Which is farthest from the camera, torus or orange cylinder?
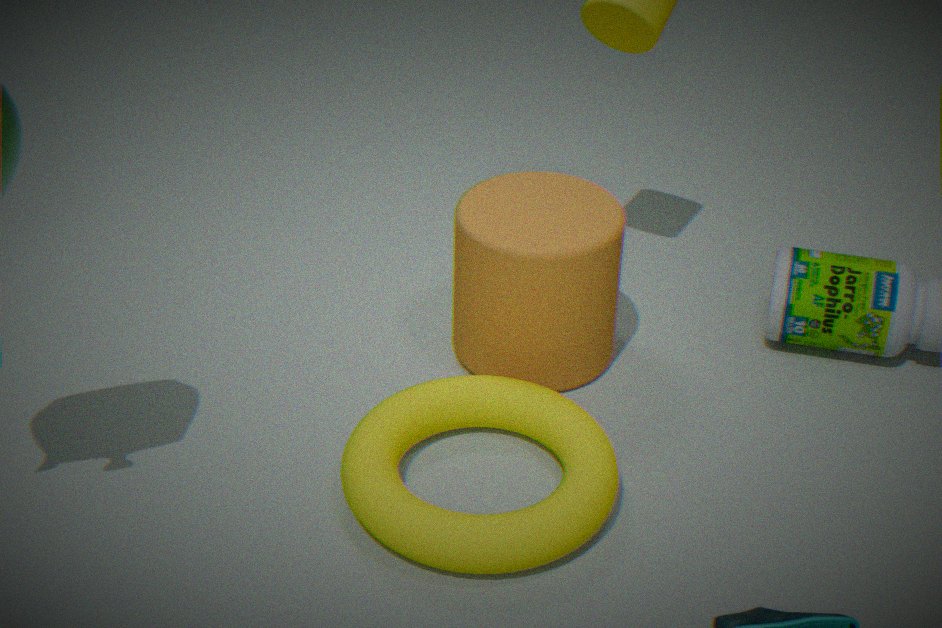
orange cylinder
